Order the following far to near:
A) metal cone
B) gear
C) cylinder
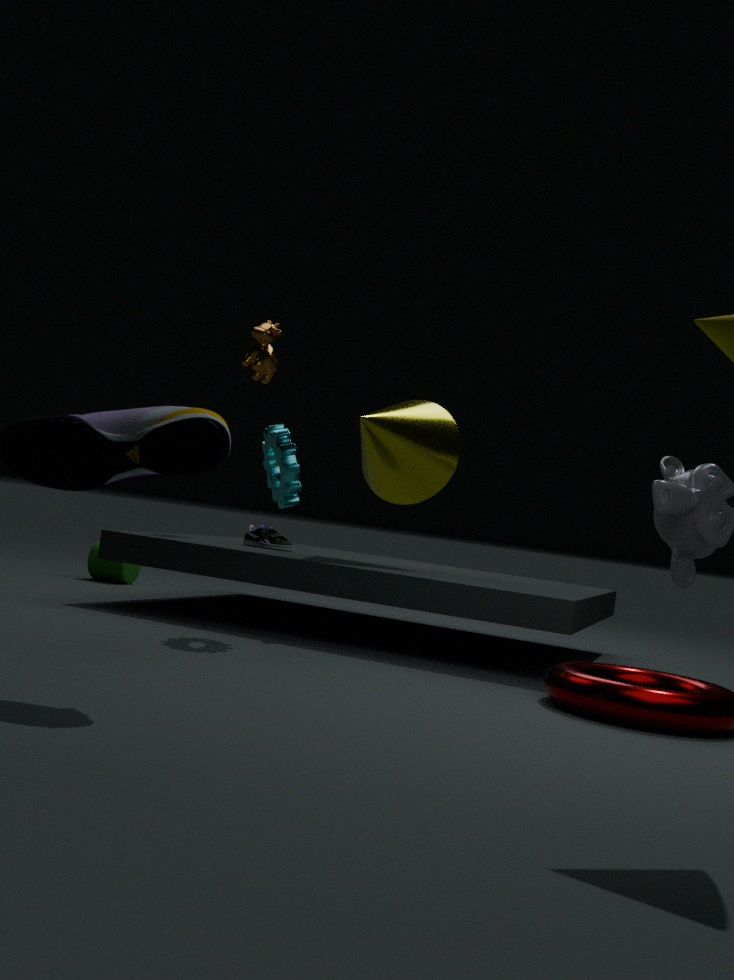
1. cylinder
2. metal cone
3. gear
